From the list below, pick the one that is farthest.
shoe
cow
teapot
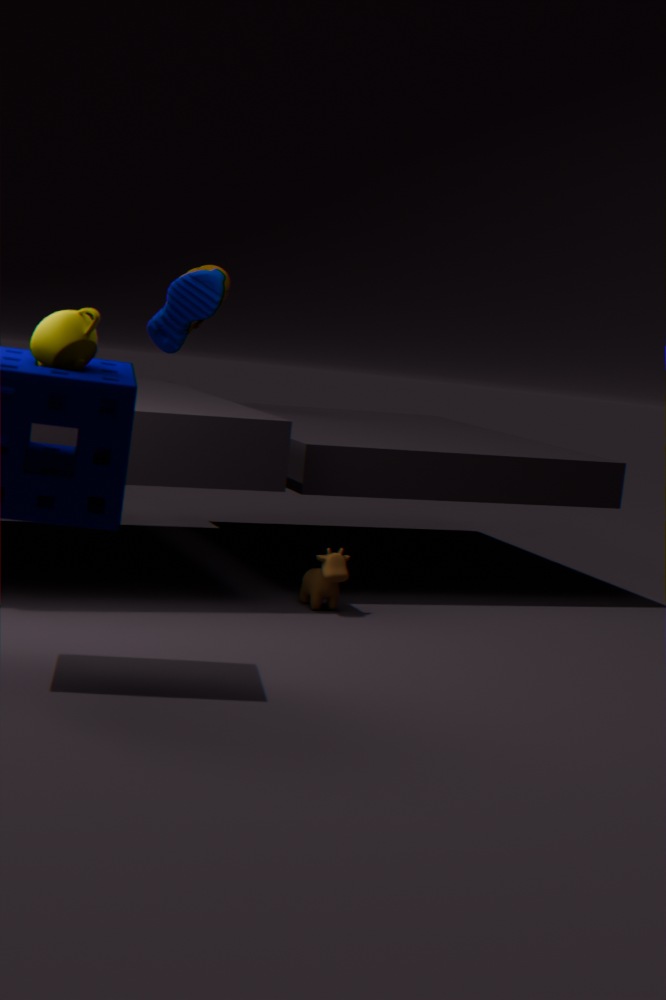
shoe
